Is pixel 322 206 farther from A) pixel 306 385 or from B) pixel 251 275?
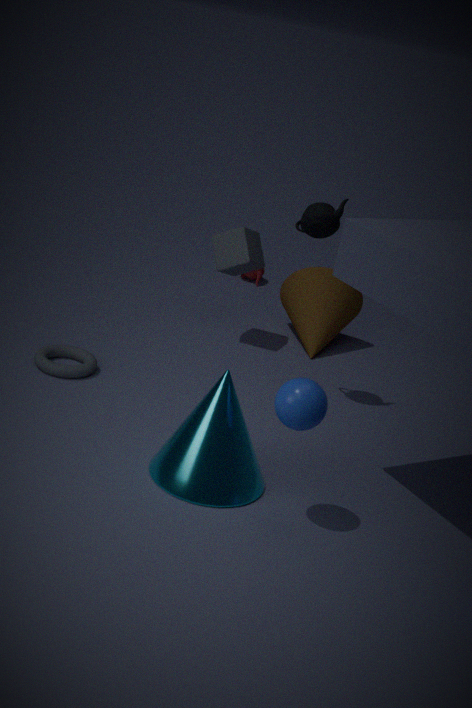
B) pixel 251 275
